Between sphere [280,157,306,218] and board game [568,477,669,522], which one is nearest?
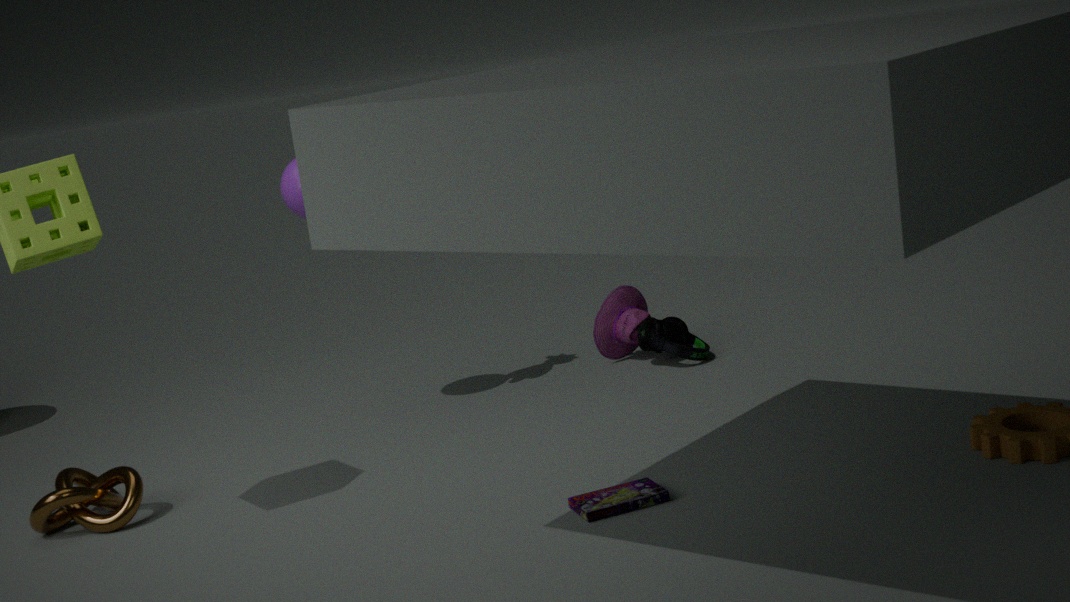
board game [568,477,669,522]
